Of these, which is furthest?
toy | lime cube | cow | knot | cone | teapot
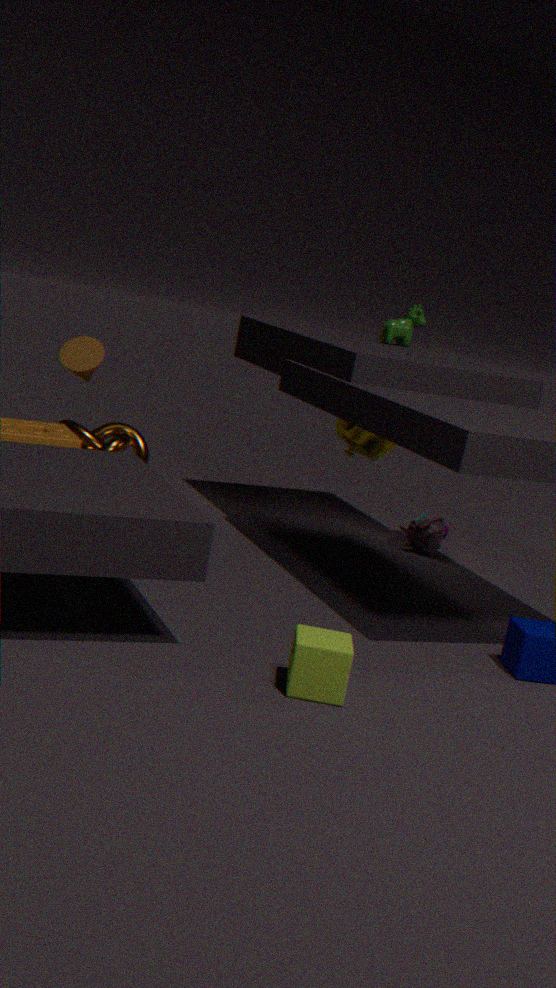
knot
